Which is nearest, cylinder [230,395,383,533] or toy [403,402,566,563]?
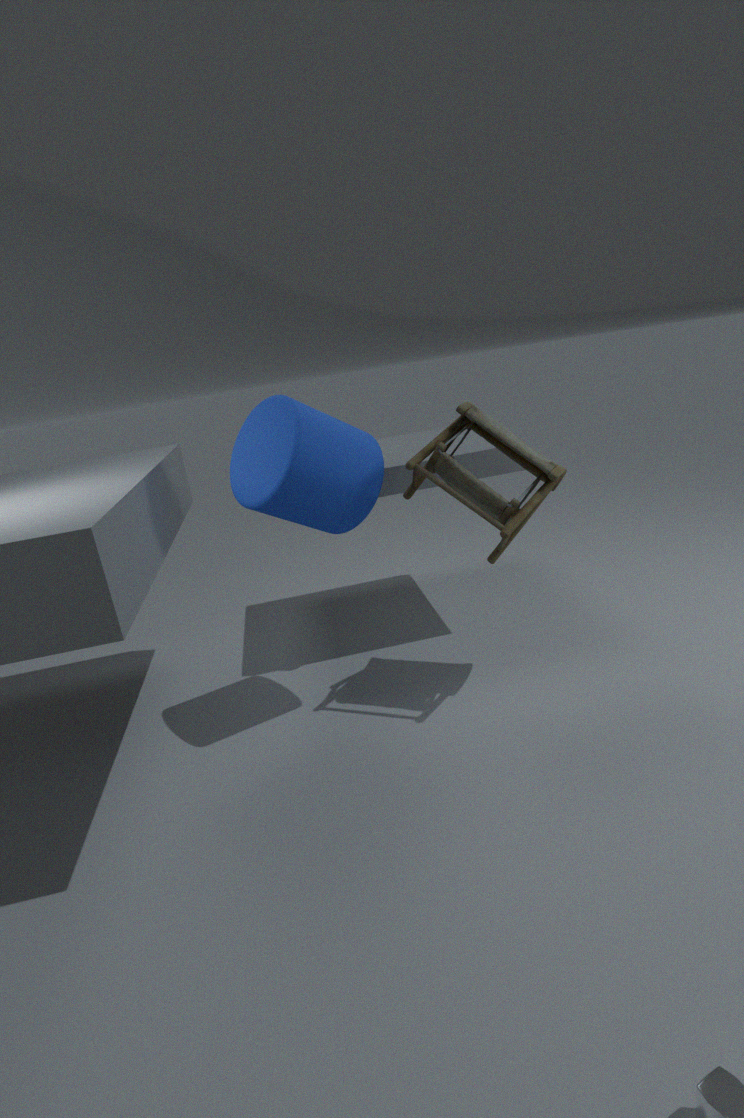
cylinder [230,395,383,533]
